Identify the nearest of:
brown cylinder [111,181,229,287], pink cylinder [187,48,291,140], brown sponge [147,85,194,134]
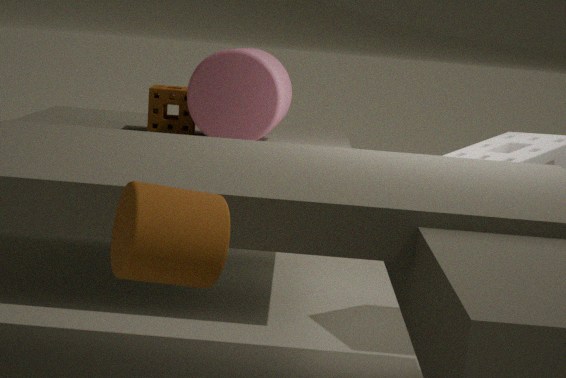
brown cylinder [111,181,229,287]
